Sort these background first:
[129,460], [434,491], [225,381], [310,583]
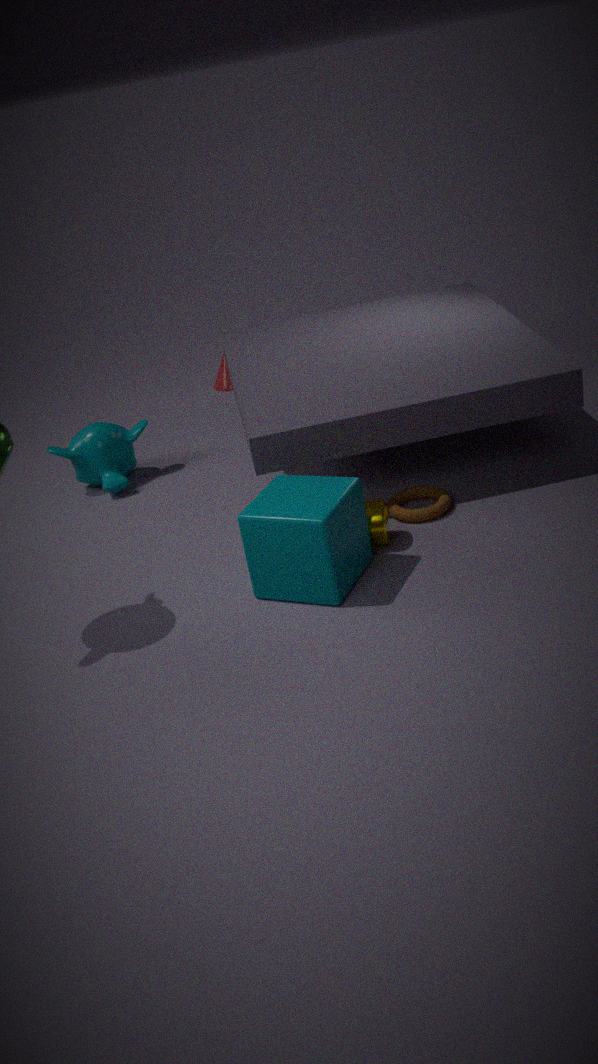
[225,381], [129,460], [434,491], [310,583]
